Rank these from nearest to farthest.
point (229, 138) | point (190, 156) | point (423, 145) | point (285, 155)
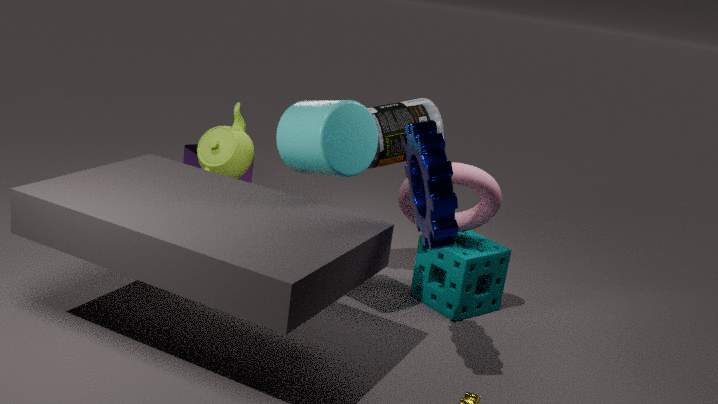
point (423, 145) < point (285, 155) < point (229, 138) < point (190, 156)
